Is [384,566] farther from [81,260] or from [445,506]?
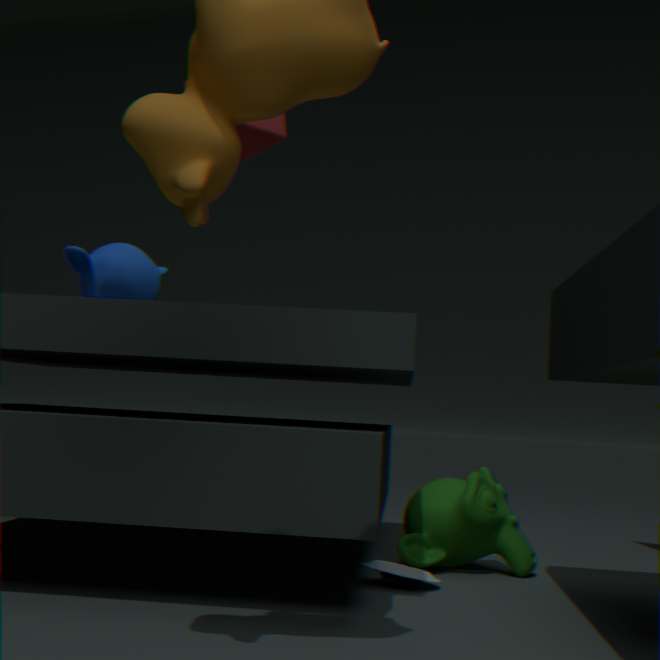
[81,260]
